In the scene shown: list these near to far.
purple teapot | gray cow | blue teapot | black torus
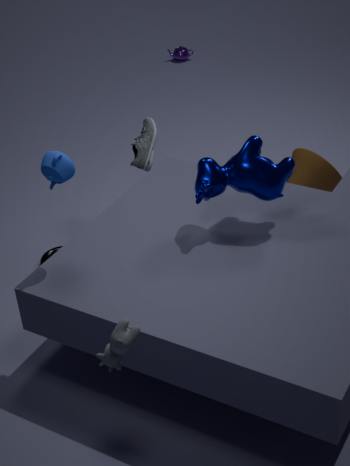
gray cow, blue teapot, black torus, purple teapot
